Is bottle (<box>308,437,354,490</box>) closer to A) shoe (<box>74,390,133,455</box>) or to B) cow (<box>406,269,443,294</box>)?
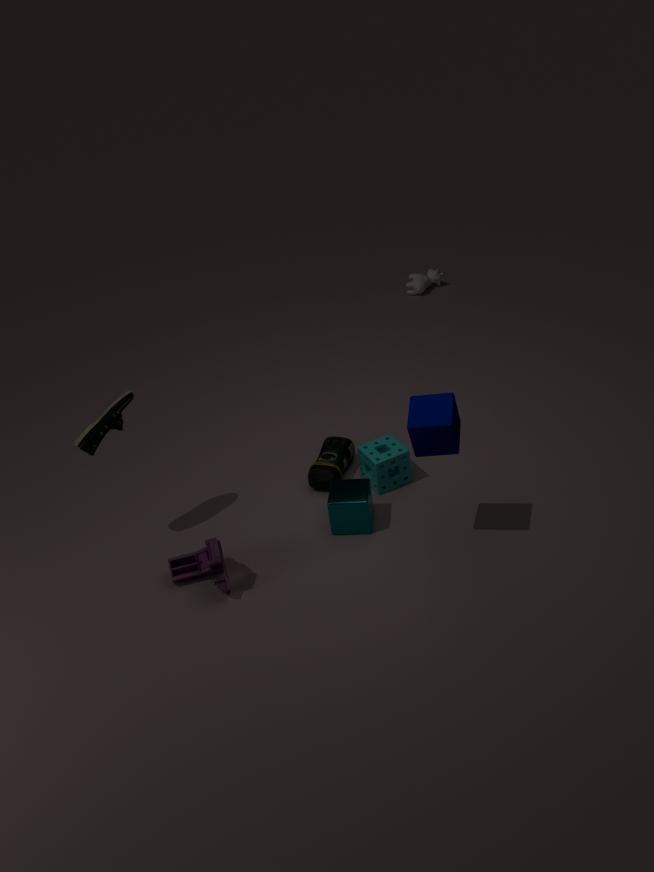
A) shoe (<box>74,390,133,455</box>)
